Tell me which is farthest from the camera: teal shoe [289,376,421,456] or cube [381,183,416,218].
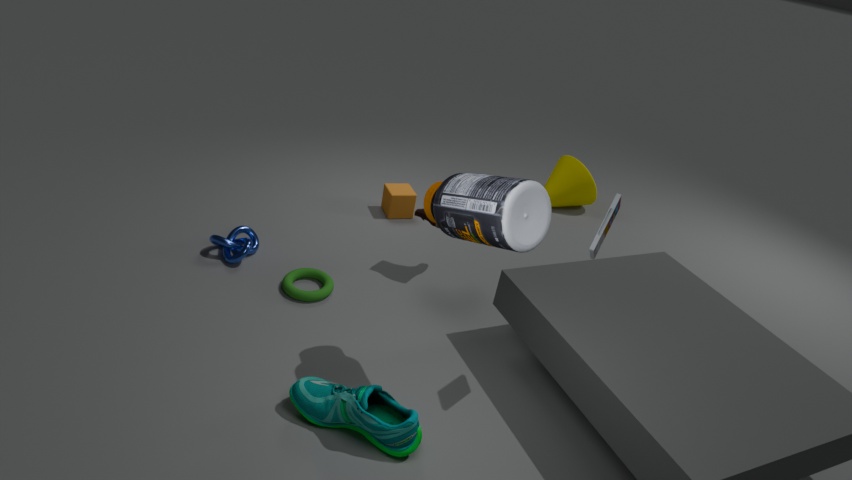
cube [381,183,416,218]
